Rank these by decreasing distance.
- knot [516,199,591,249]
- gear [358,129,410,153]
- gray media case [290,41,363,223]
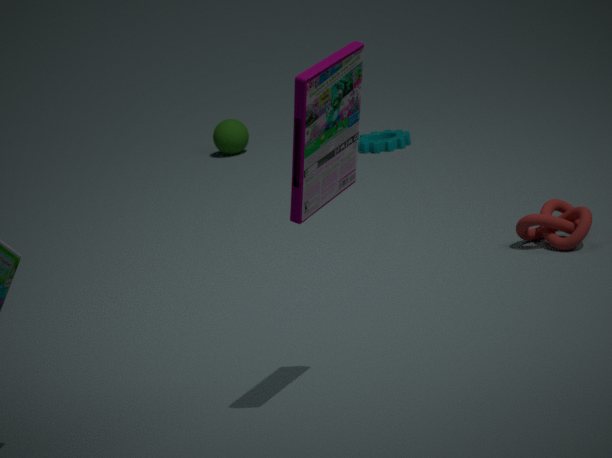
gear [358,129,410,153]
knot [516,199,591,249]
gray media case [290,41,363,223]
